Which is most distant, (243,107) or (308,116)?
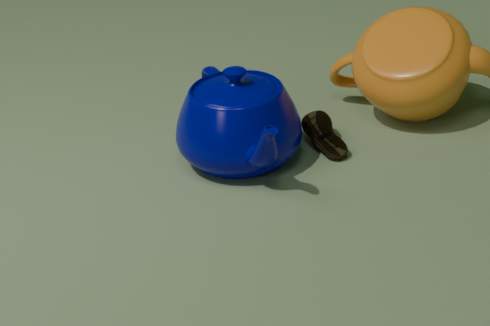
(308,116)
